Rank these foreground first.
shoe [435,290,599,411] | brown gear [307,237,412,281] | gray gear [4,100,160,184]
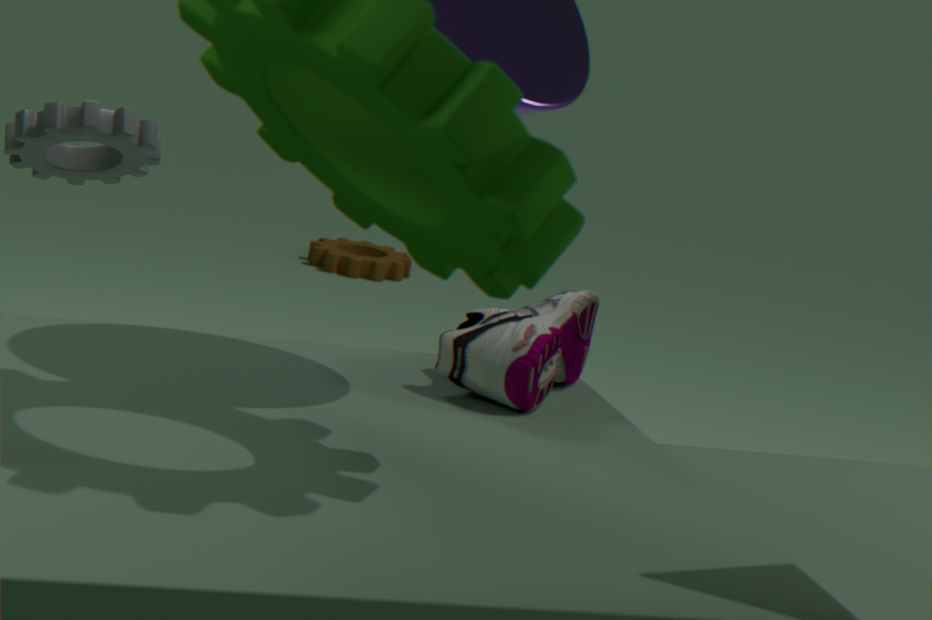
shoe [435,290,599,411]
gray gear [4,100,160,184]
brown gear [307,237,412,281]
